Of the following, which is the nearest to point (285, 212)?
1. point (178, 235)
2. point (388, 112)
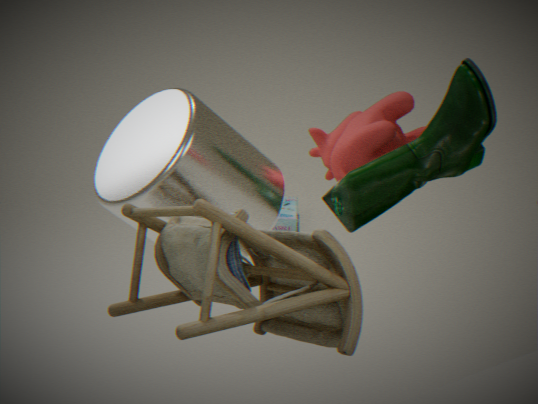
point (388, 112)
